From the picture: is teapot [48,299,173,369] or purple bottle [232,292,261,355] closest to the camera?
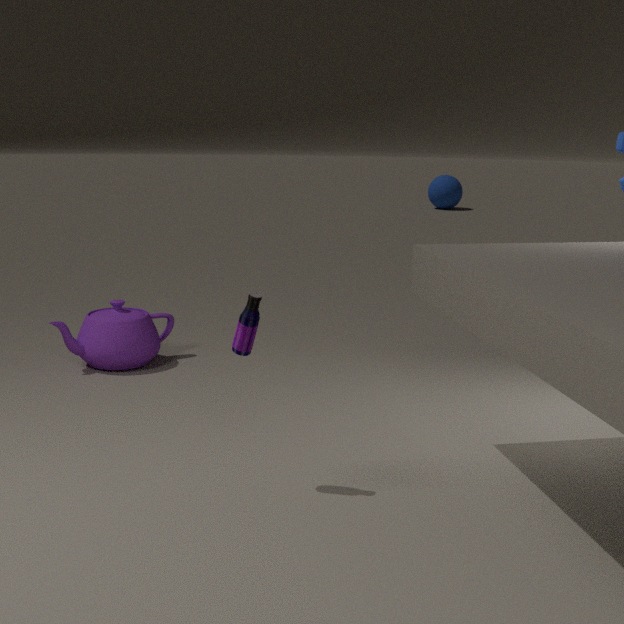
purple bottle [232,292,261,355]
